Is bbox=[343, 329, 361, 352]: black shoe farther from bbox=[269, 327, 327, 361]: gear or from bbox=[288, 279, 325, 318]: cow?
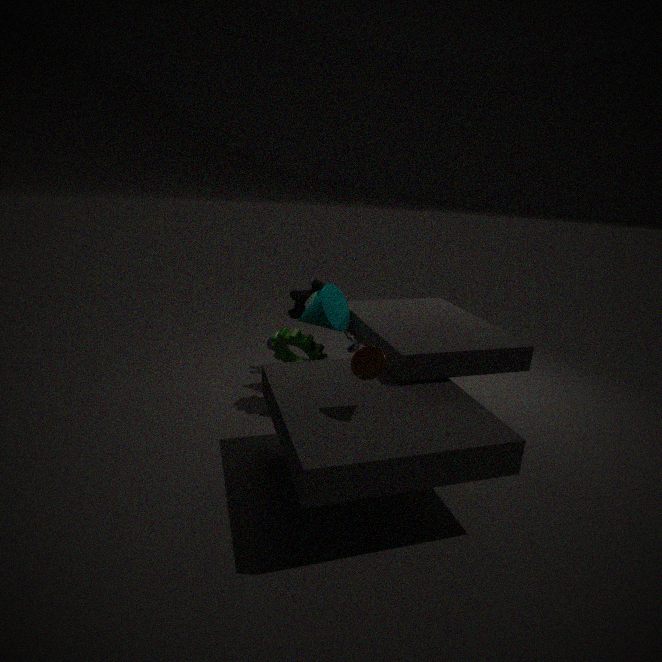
bbox=[269, 327, 327, 361]: gear
